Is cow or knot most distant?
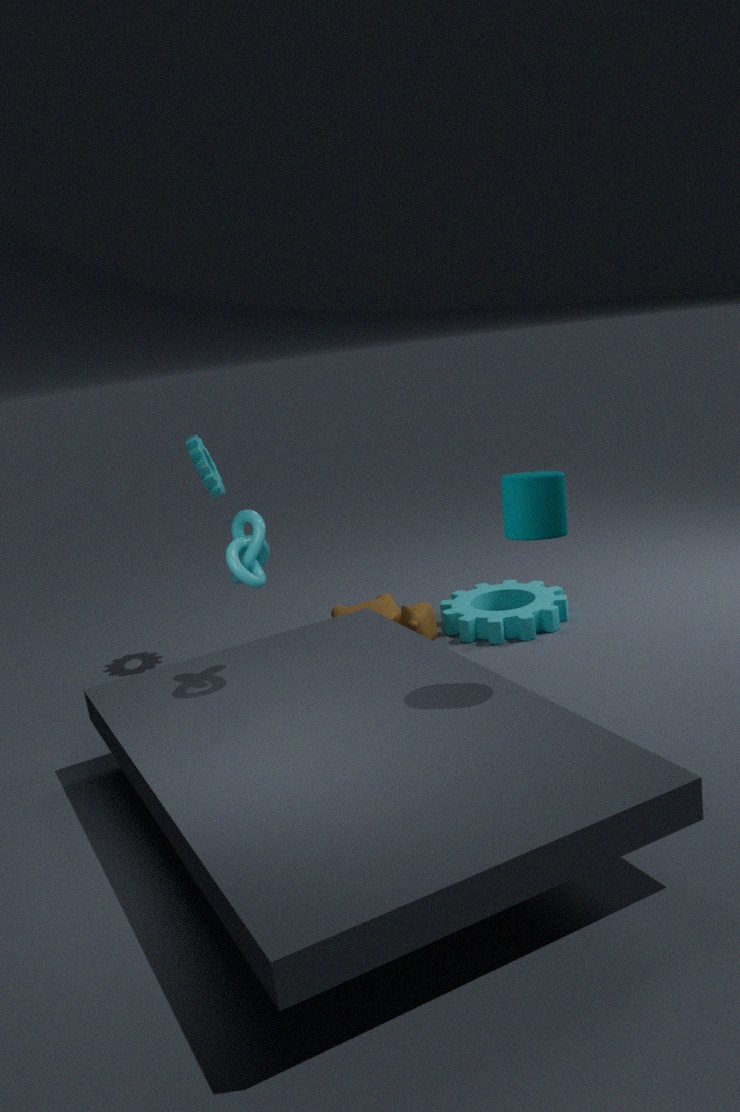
cow
